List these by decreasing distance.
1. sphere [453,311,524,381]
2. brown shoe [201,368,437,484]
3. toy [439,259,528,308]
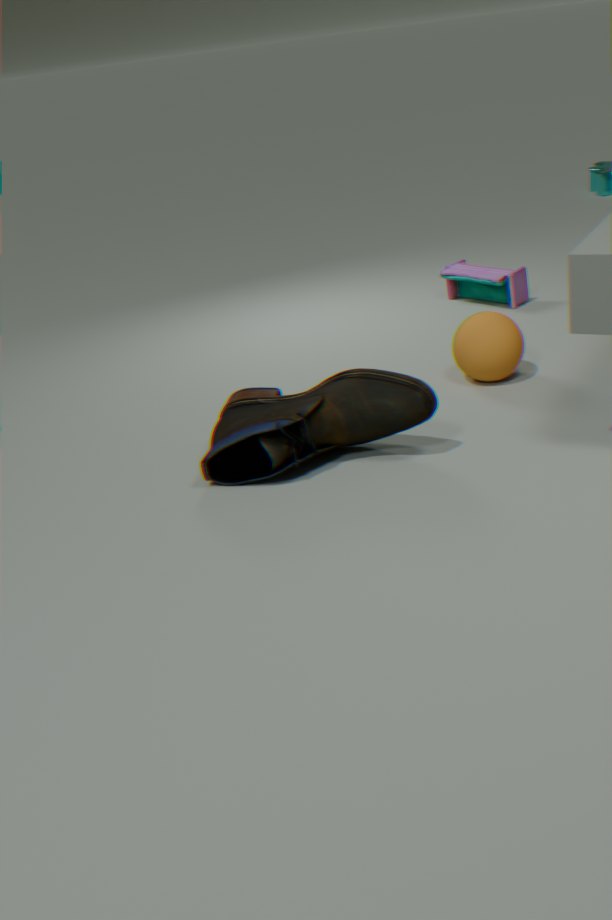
toy [439,259,528,308], sphere [453,311,524,381], brown shoe [201,368,437,484]
